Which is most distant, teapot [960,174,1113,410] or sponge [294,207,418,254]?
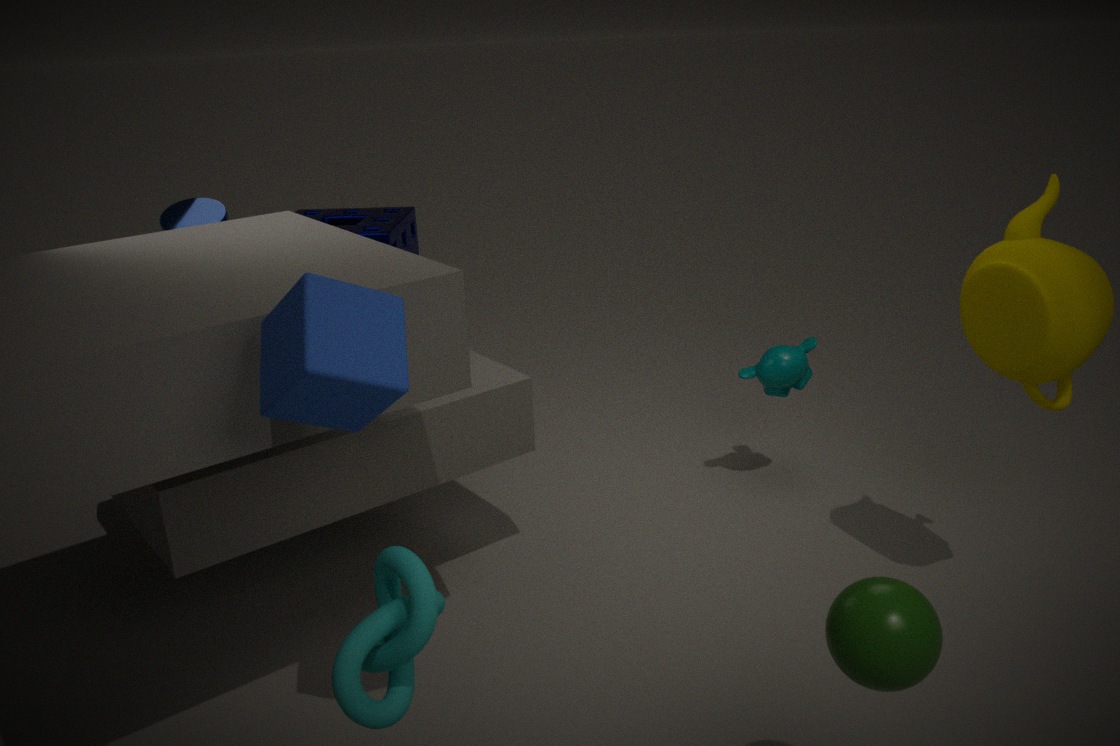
sponge [294,207,418,254]
